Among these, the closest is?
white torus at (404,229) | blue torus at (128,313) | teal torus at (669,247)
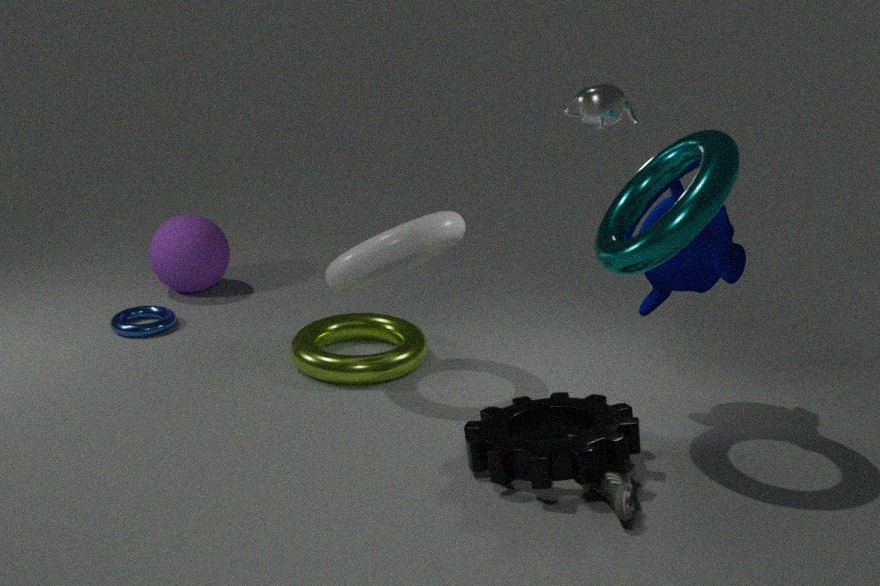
teal torus at (669,247)
